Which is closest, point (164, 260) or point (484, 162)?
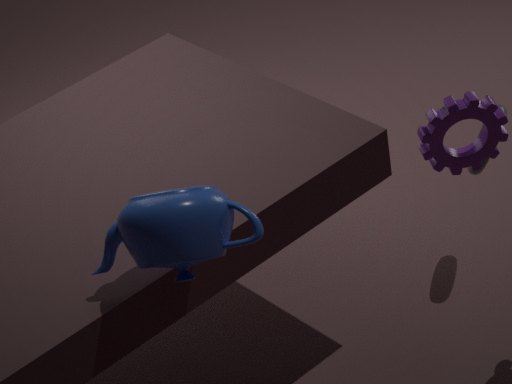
point (164, 260)
